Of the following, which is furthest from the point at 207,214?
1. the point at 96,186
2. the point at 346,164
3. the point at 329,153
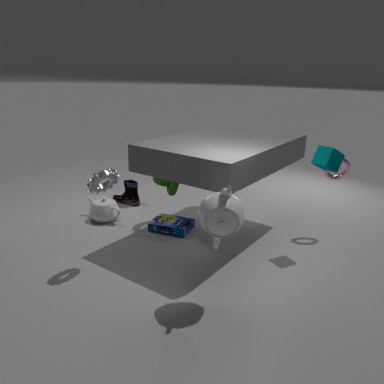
the point at 346,164
